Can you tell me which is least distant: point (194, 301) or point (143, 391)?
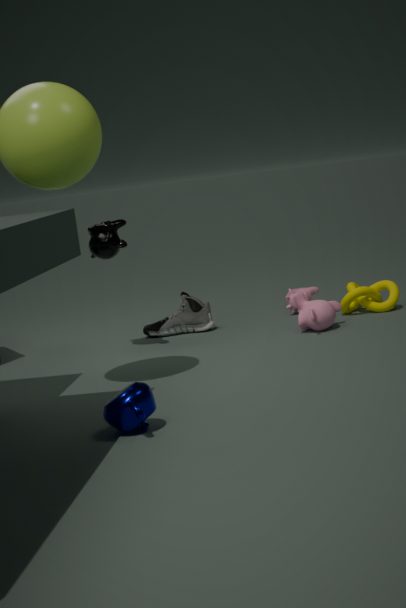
point (143, 391)
